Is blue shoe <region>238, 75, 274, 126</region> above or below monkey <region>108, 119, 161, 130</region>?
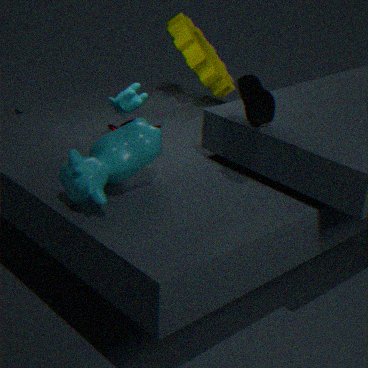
above
